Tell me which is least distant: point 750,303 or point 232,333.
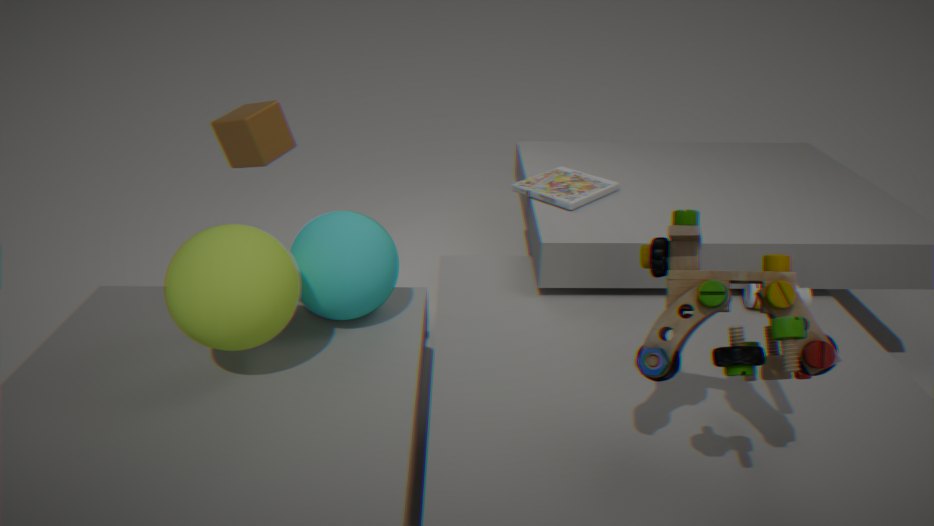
point 232,333
